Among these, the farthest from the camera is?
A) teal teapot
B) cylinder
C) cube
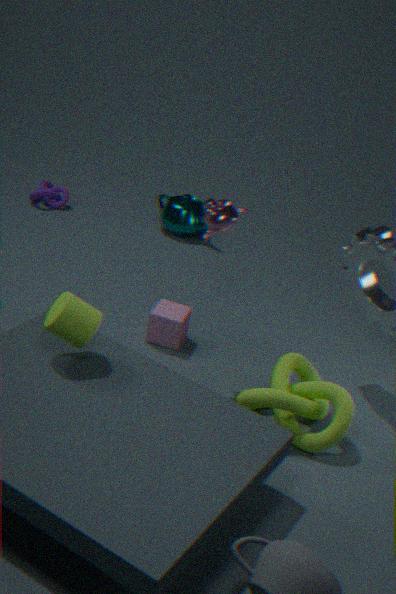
teal teapot
